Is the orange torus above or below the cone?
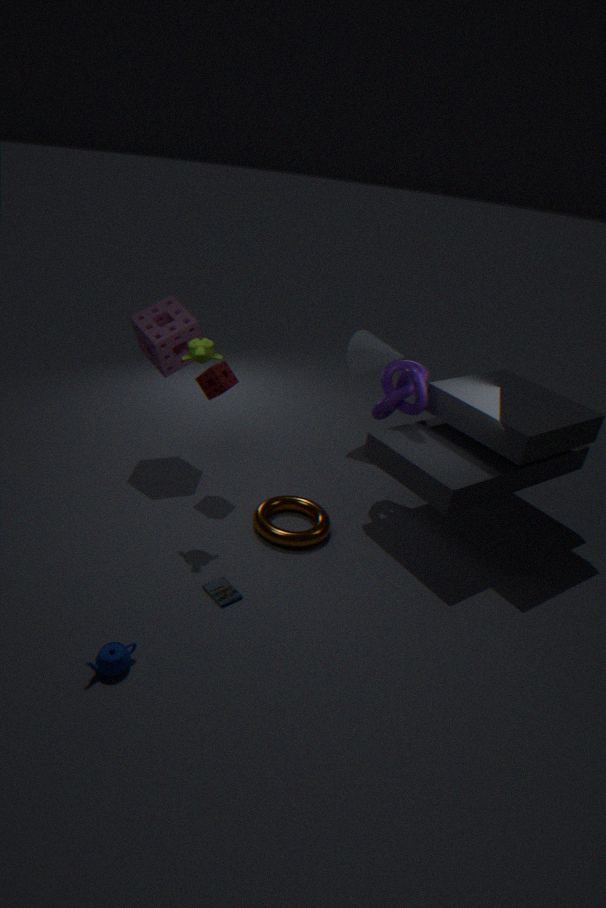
below
